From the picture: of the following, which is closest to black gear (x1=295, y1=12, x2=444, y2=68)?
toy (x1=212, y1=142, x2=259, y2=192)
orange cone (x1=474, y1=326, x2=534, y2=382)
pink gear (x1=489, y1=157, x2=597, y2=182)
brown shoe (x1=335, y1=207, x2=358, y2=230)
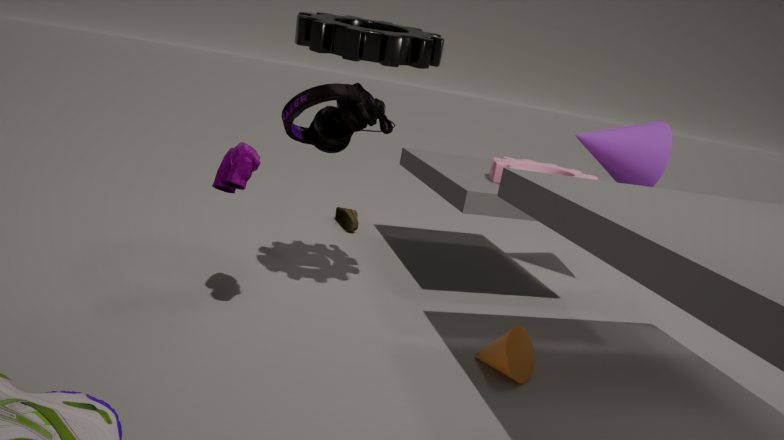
toy (x1=212, y1=142, x2=259, y2=192)
